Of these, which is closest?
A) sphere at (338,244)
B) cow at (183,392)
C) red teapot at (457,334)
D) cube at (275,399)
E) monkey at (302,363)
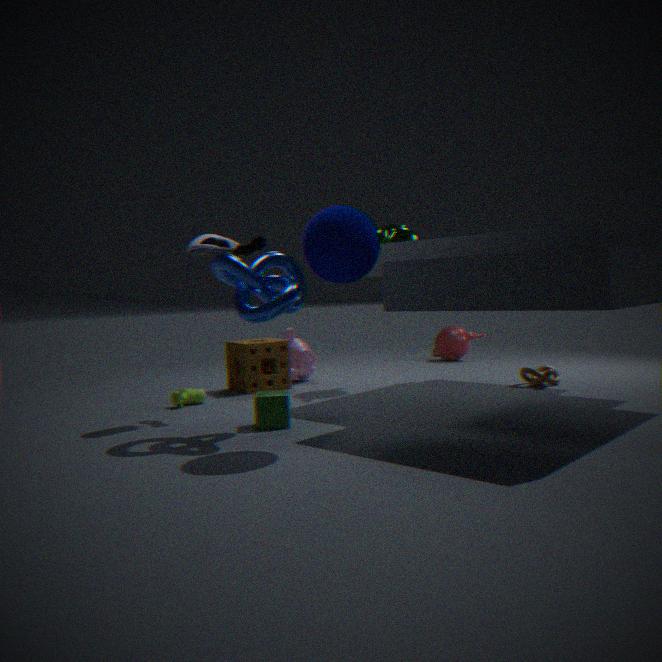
sphere at (338,244)
